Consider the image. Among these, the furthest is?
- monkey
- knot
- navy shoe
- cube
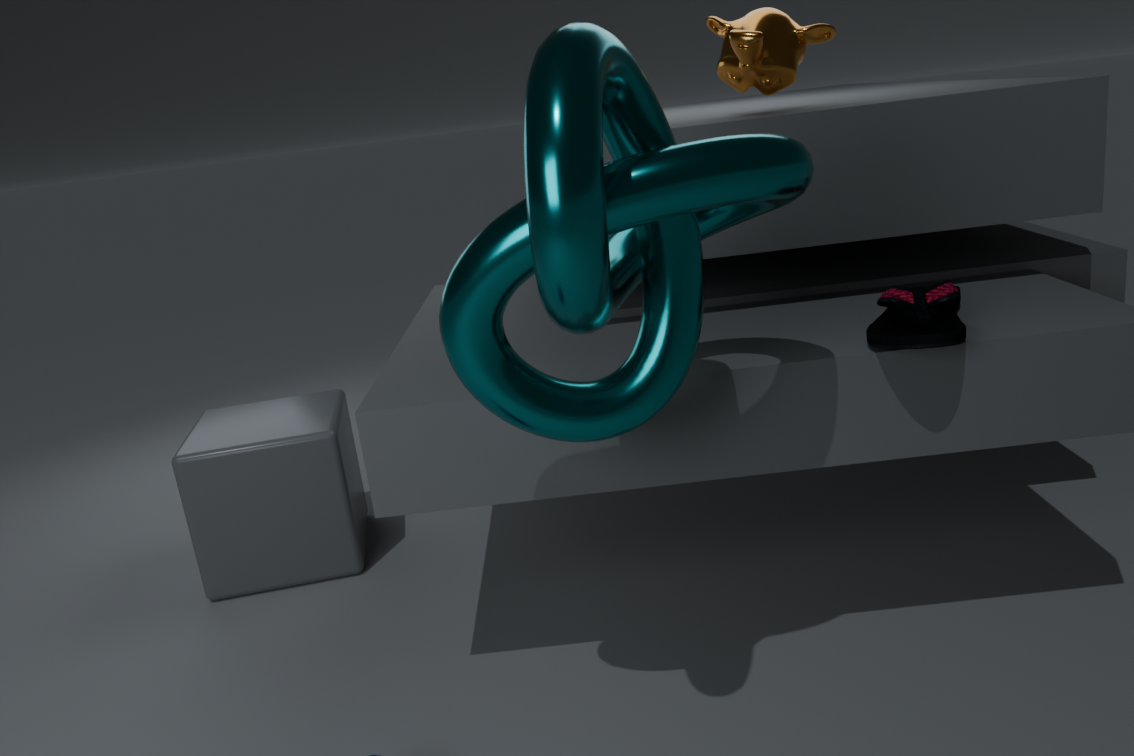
cube
